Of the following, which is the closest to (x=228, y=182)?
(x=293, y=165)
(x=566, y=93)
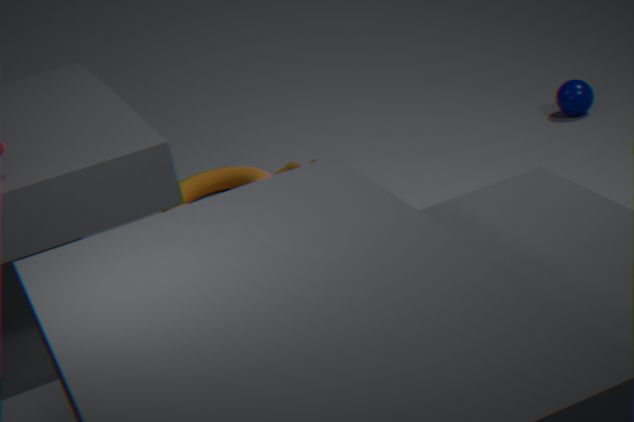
(x=293, y=165)
